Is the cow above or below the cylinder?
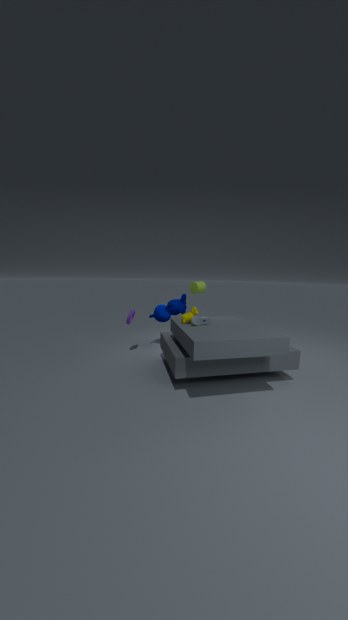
below
